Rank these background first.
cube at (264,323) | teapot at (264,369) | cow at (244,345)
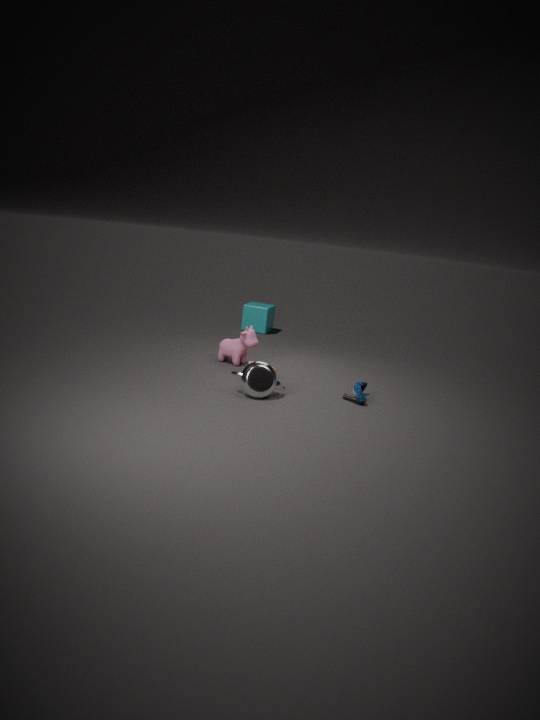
cube at (264,323)
cow at (244,345)
teapot at (264,369)
